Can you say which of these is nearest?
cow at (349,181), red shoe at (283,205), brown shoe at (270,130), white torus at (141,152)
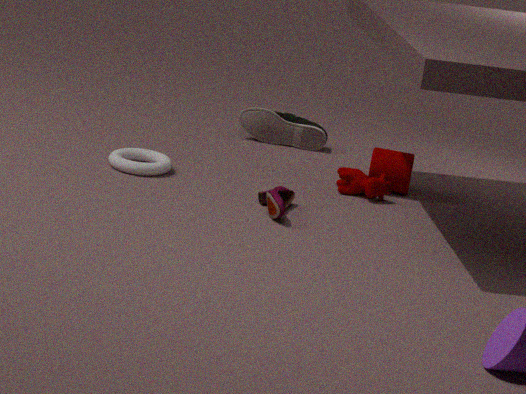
red shoe at (283,205)
